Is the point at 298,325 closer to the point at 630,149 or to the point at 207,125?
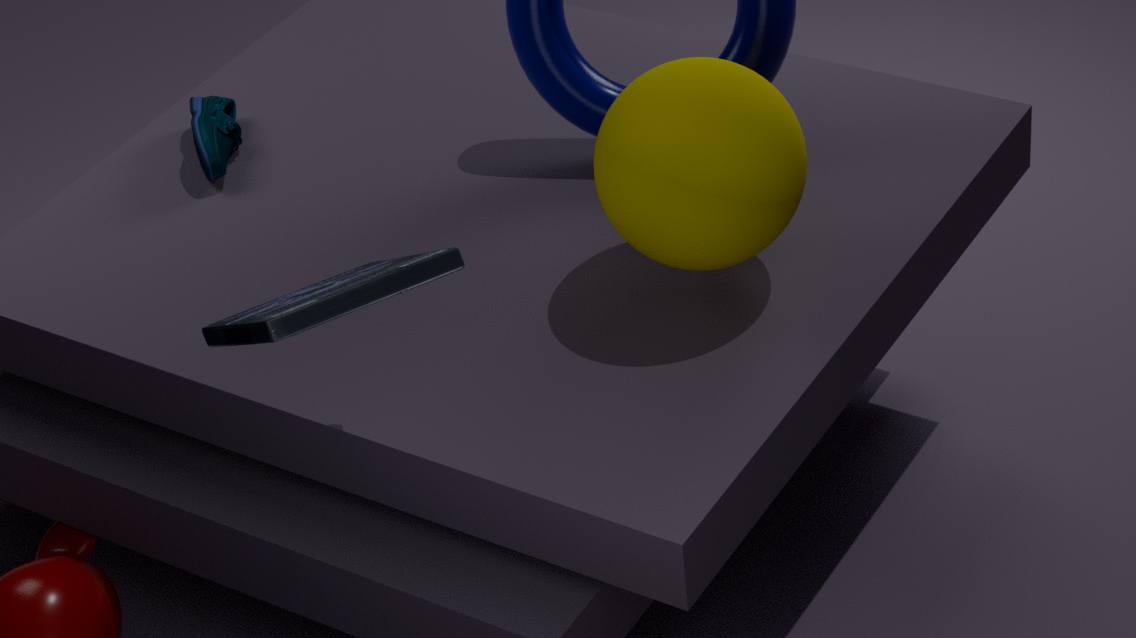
the point at 630,149
